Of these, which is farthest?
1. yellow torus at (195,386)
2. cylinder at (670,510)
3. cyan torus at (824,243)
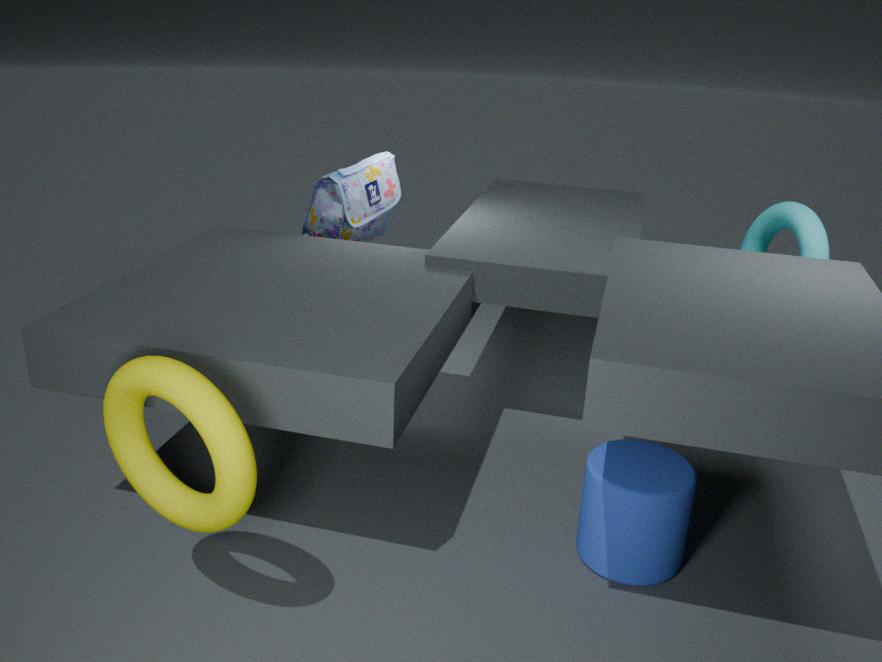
cyan torus at (824,243)
